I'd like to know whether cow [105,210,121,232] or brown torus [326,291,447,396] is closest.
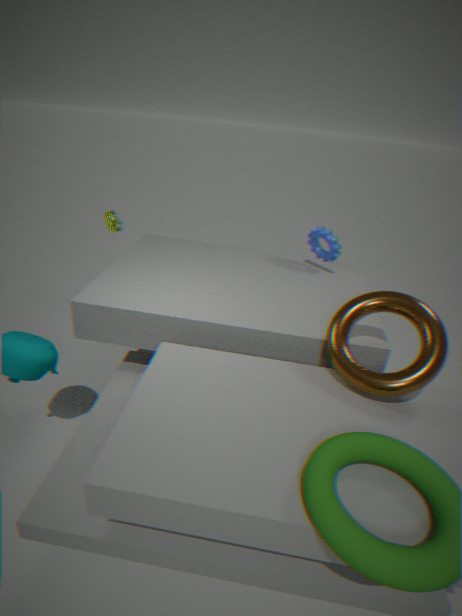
brown torus [326,291,447,396]
